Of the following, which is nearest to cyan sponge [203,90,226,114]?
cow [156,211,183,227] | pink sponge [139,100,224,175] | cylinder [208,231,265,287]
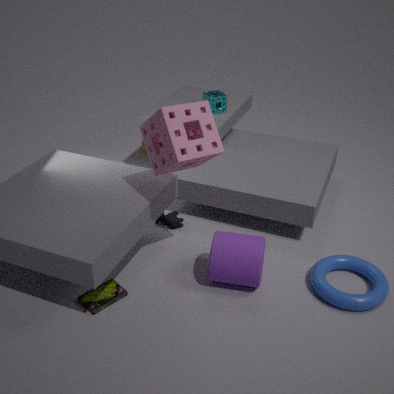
cow [156,211,183,227]
